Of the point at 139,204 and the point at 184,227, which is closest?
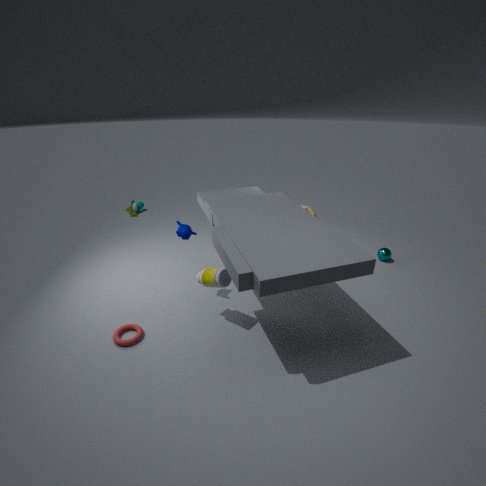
the point at 184,227
